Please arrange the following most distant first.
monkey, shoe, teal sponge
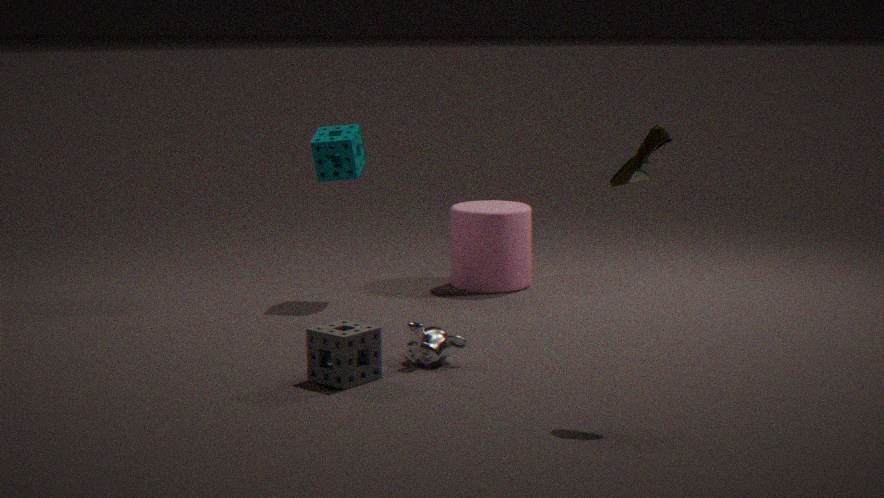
teal sponge, monkey, shoe
